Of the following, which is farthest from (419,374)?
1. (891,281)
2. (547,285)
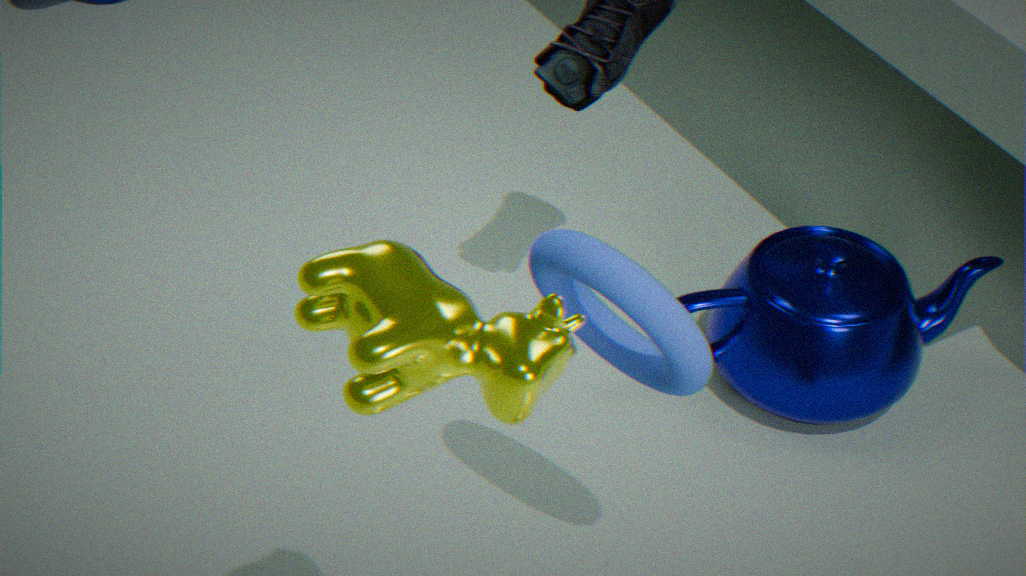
(891,281)
